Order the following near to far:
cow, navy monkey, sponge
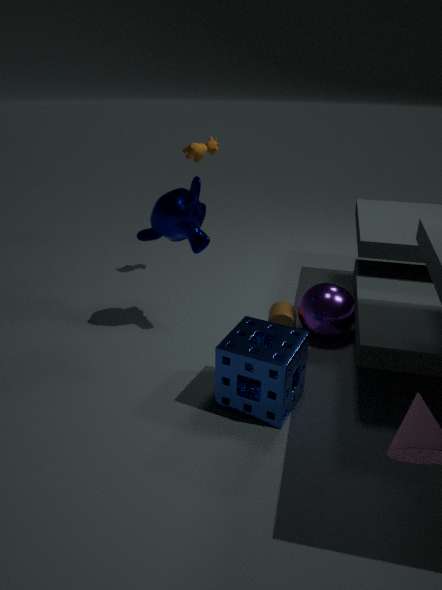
sponge → navy monkey → cow
